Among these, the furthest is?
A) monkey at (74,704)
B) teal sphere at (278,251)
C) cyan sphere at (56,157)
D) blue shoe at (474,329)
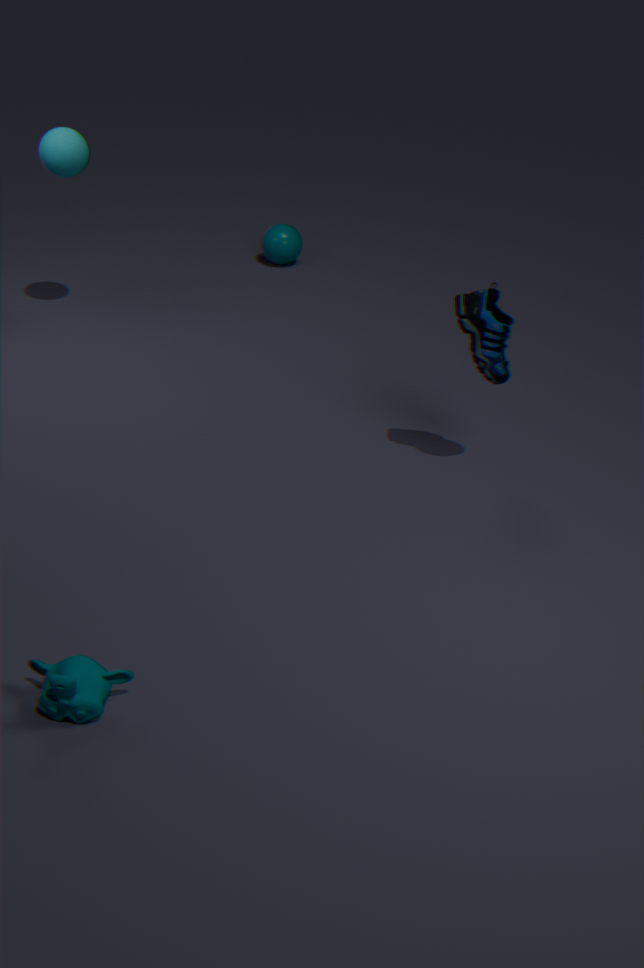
teal sphere at (278,251)
